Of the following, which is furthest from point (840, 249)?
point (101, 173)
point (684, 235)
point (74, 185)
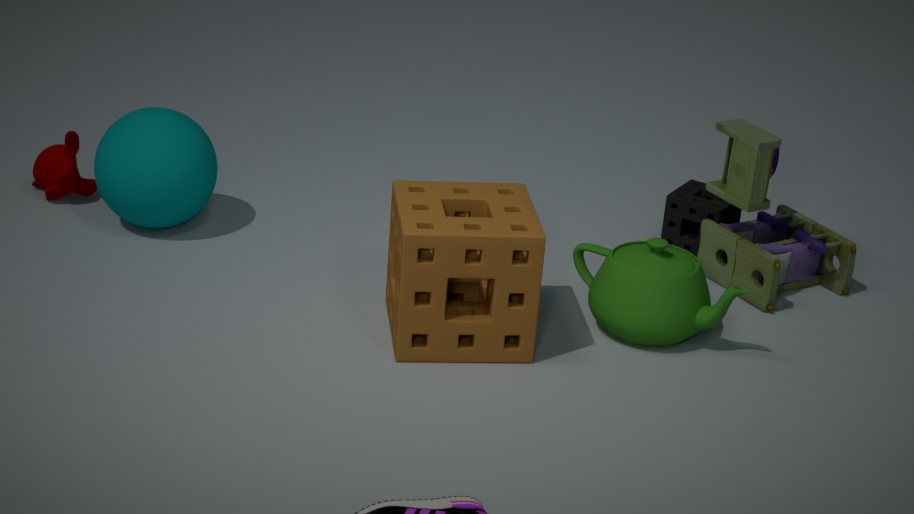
point (74, 185)
